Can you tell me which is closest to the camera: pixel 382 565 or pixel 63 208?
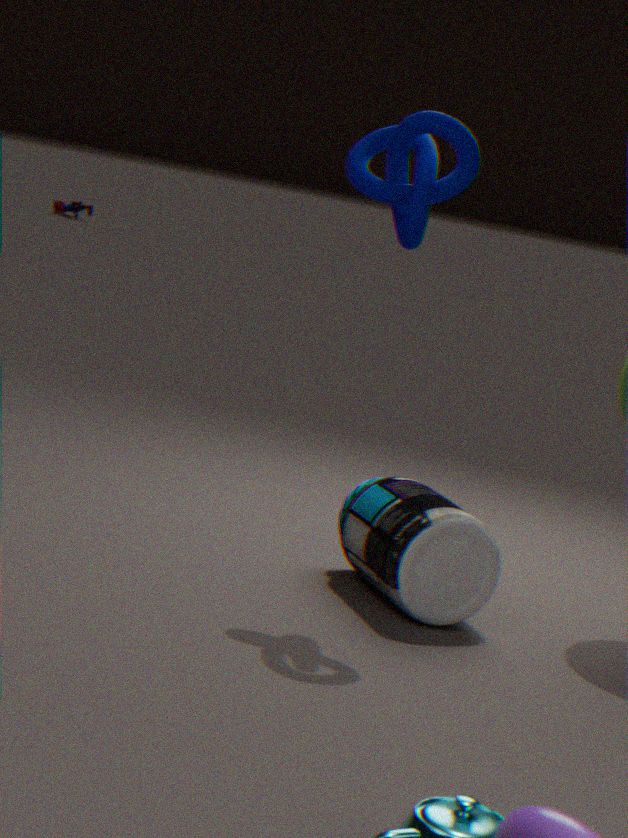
pixel 382 565
